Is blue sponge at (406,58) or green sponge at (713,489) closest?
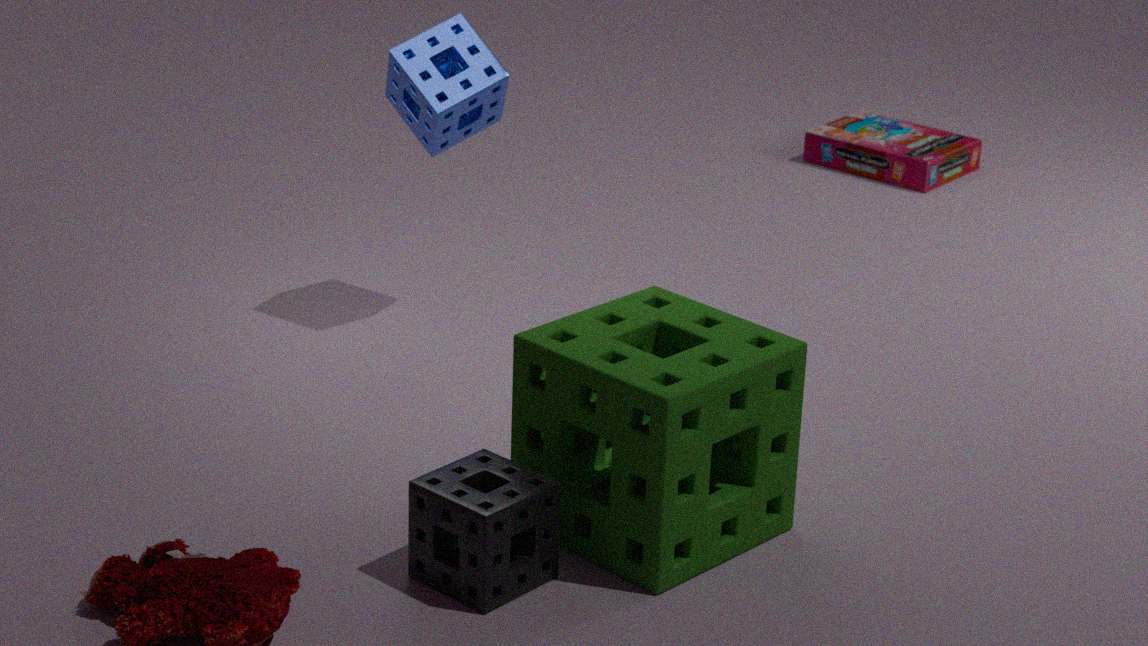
green sponge at (713,489)
